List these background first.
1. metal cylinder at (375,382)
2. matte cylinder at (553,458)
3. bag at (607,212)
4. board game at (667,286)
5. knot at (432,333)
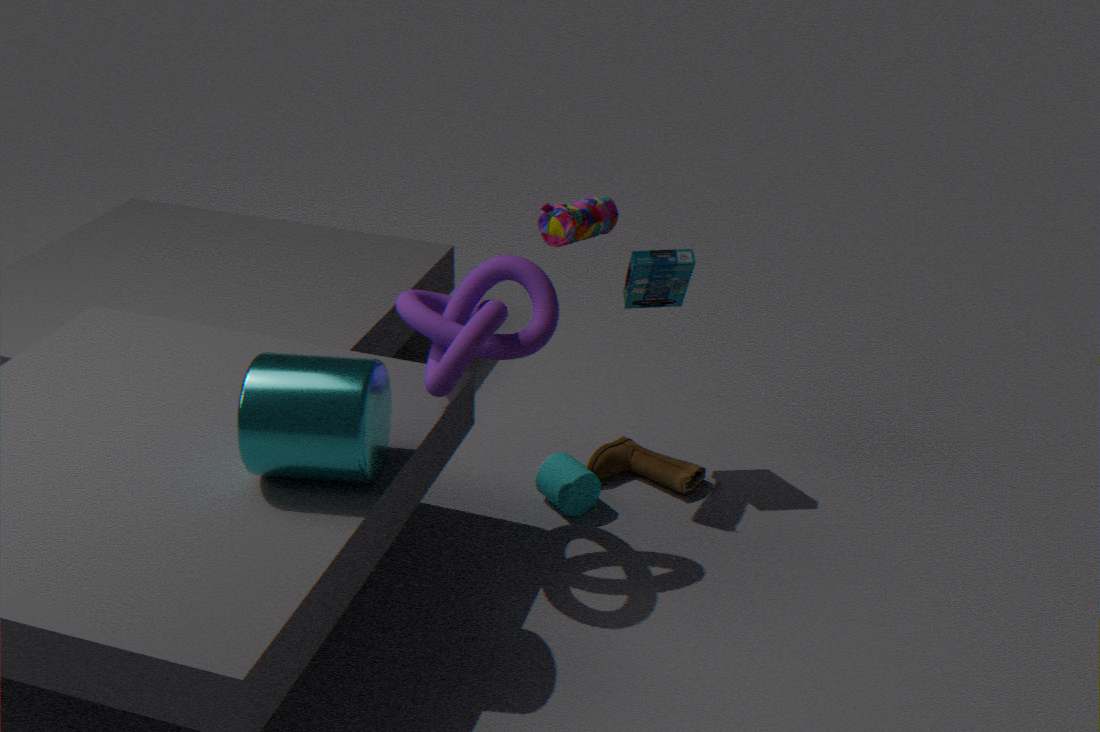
matte cylinder at (553,458), board game at (667,286), bag at (607,212), knot at (432,333), metal cylinder at (375,382)
